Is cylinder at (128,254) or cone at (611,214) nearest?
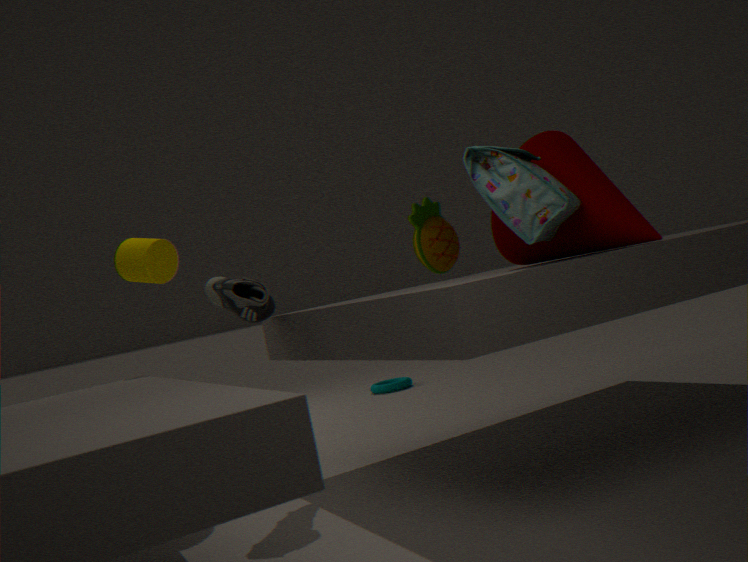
cone at (611,214)
